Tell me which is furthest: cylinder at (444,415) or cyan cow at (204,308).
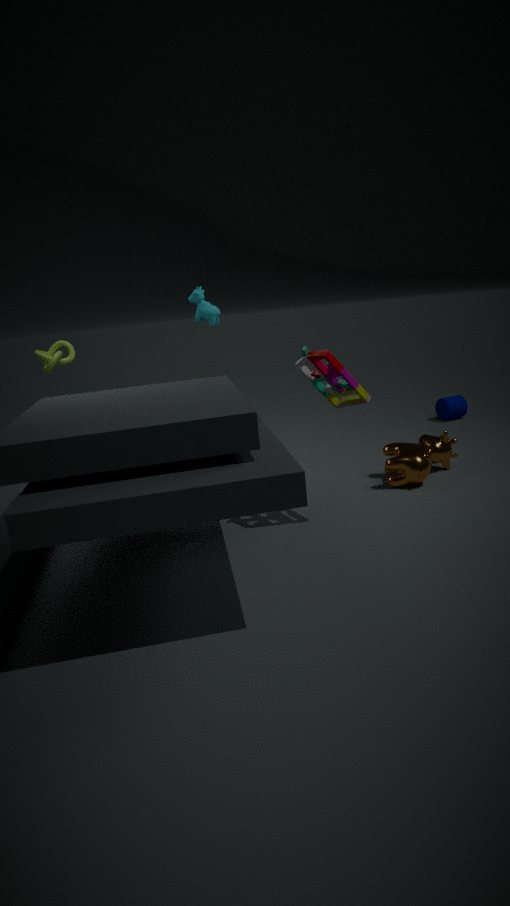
cylinder at (444,415)
